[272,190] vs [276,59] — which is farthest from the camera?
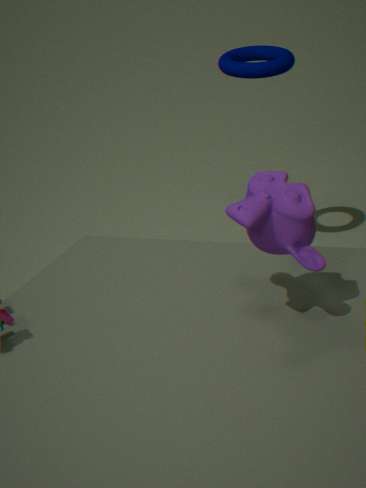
[276,59]
